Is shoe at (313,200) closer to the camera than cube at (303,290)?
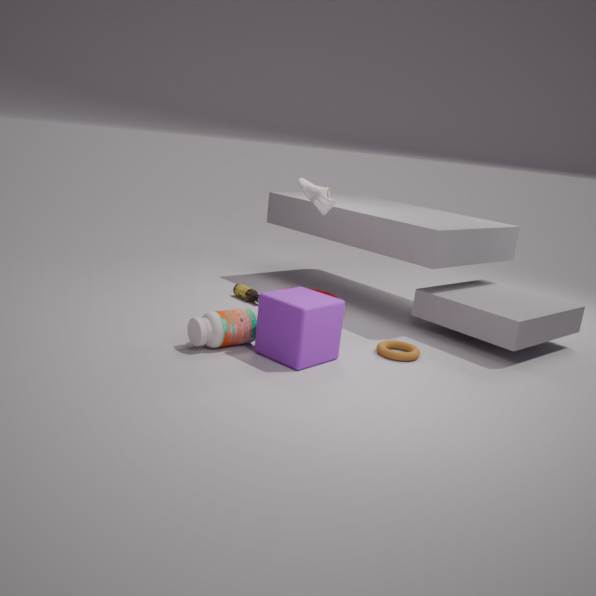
No
